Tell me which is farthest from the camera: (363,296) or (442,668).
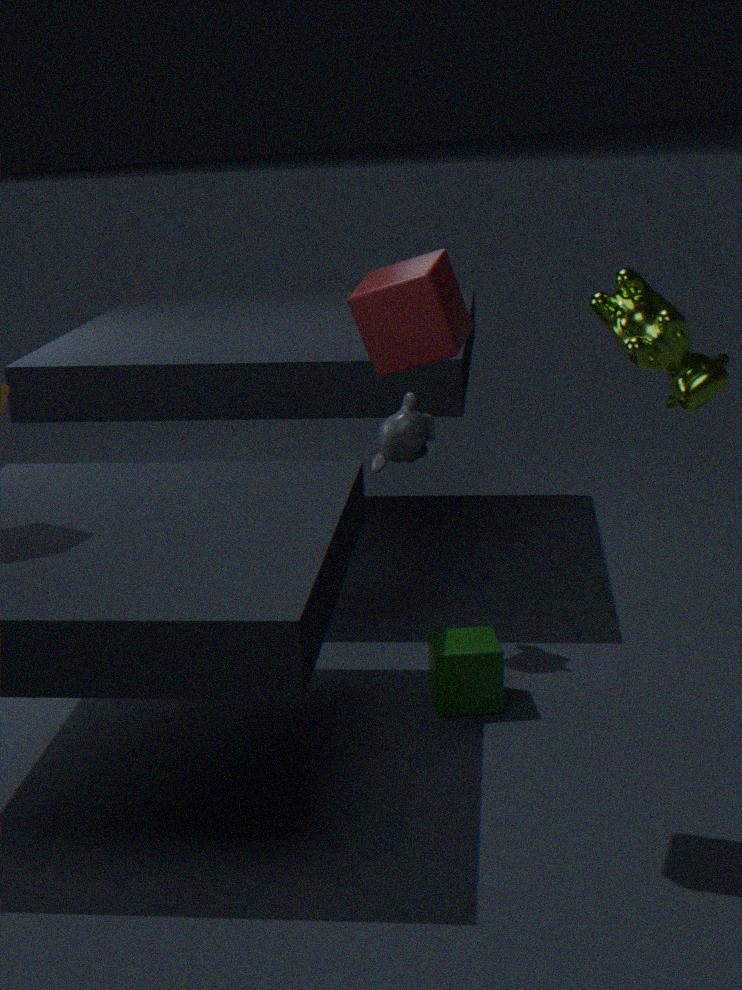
(442,668)
